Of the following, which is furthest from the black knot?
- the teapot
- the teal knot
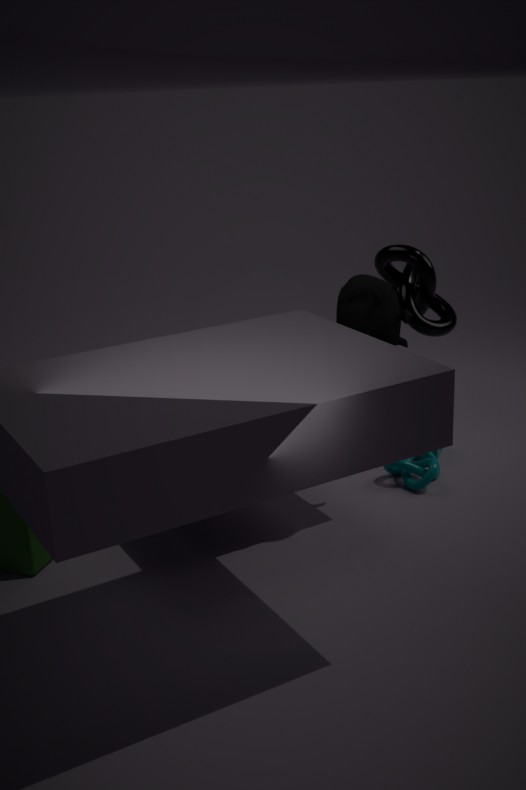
the teapot
